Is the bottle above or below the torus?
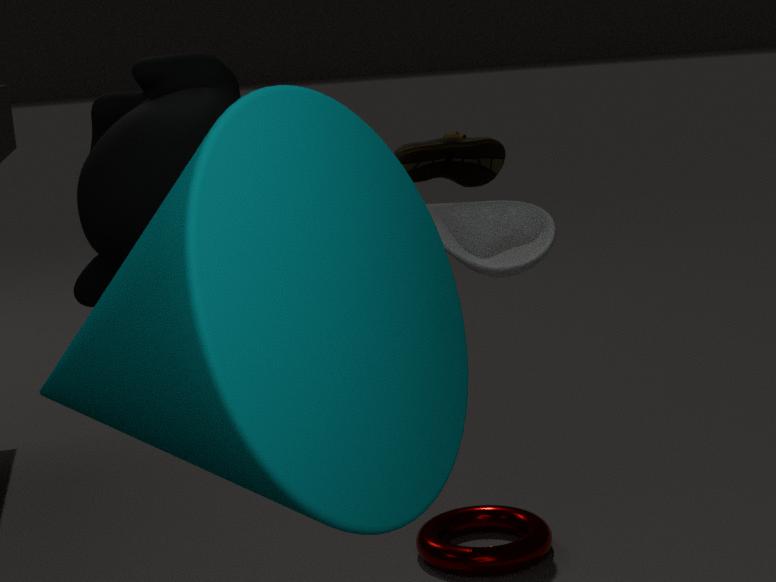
above
